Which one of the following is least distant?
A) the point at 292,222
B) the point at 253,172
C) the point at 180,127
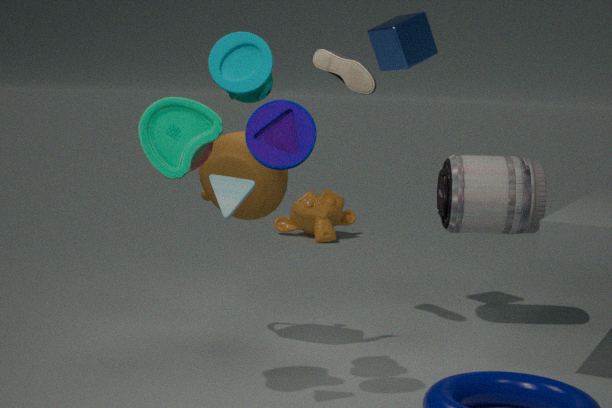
the point at 180,127
